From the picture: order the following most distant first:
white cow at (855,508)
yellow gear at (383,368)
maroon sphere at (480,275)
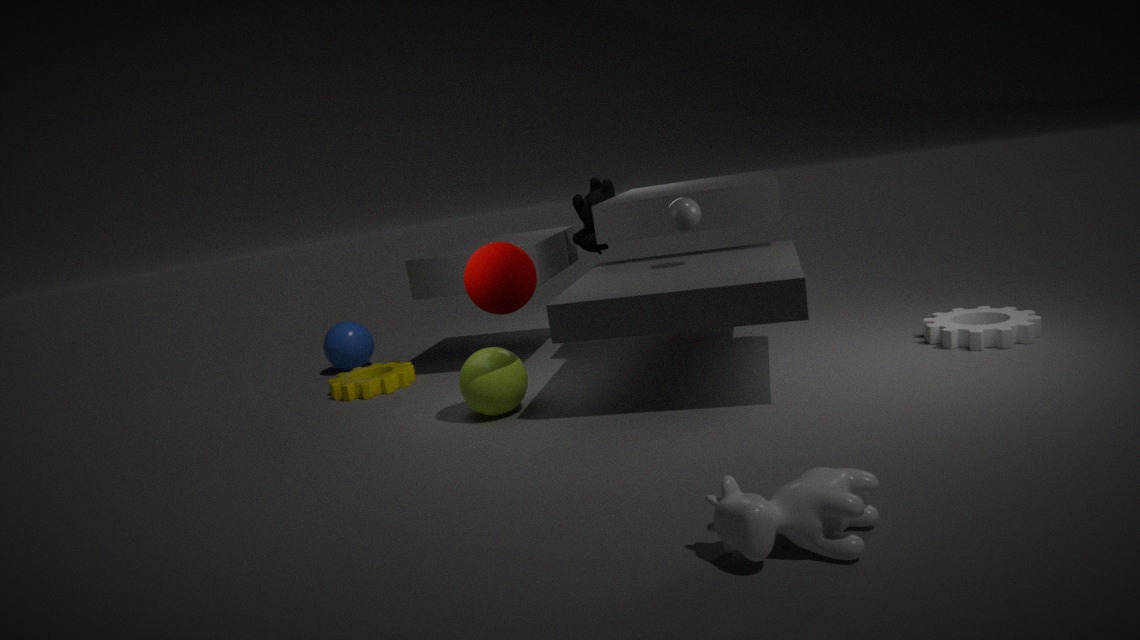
1. yellow gear at (383,368)
2. maroon sphere at (480,275)
3. white cow at (855,508)
